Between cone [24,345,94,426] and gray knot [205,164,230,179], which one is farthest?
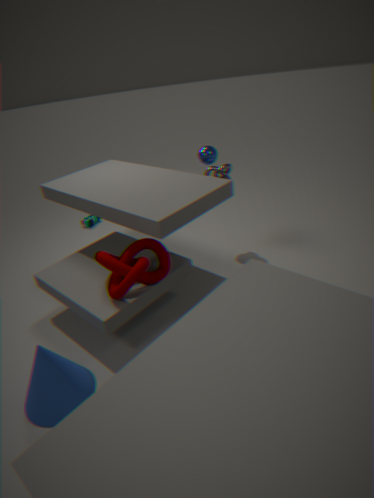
gray knot [205,164,230,179]
